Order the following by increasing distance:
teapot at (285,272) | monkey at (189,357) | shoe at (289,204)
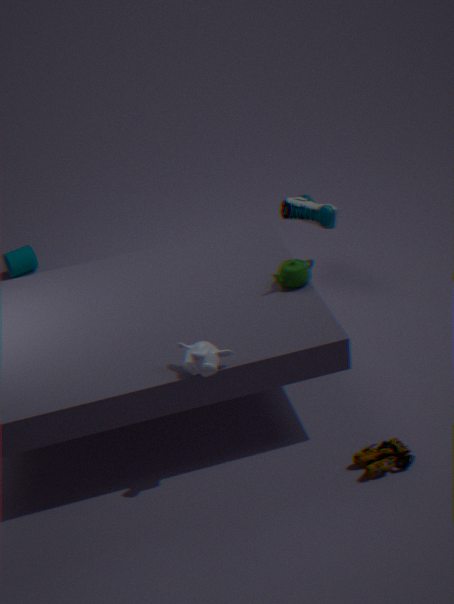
monkey at (189,357) → teapot at (285,272) → shoe at (289,204)
